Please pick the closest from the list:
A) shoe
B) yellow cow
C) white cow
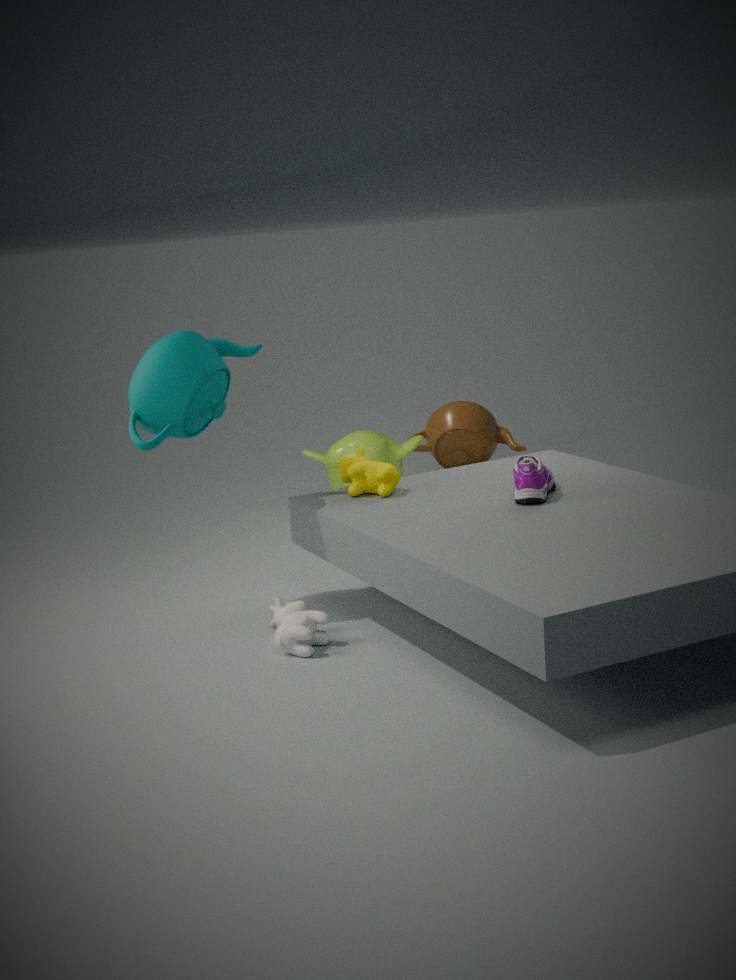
white cow
